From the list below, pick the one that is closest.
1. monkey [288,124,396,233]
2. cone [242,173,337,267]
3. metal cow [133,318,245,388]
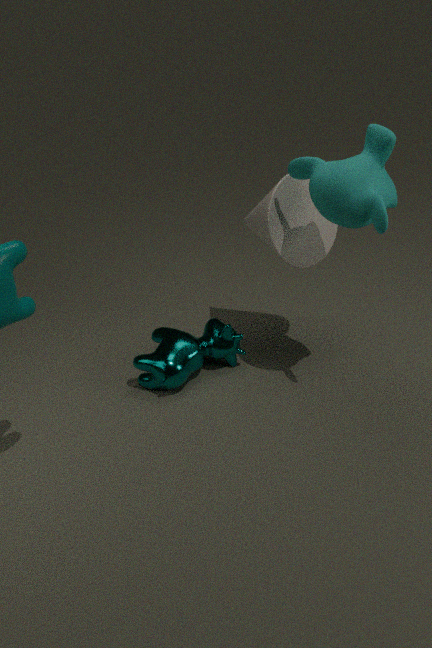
monkey [288,124,396,233]
